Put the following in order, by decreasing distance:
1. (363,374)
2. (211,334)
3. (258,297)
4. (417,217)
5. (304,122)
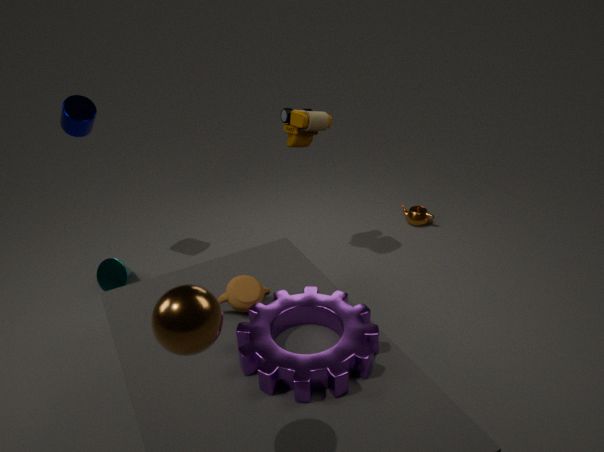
1. (417,217)
2. (304,122)
3. (258,297)
4. (363,374)
5. (211,334)
